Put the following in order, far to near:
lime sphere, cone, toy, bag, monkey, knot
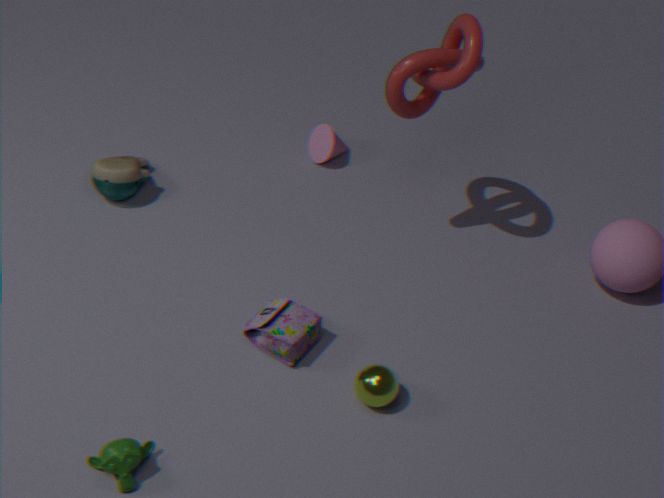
cone < toy < bag < knot < lime sphere < monkey
